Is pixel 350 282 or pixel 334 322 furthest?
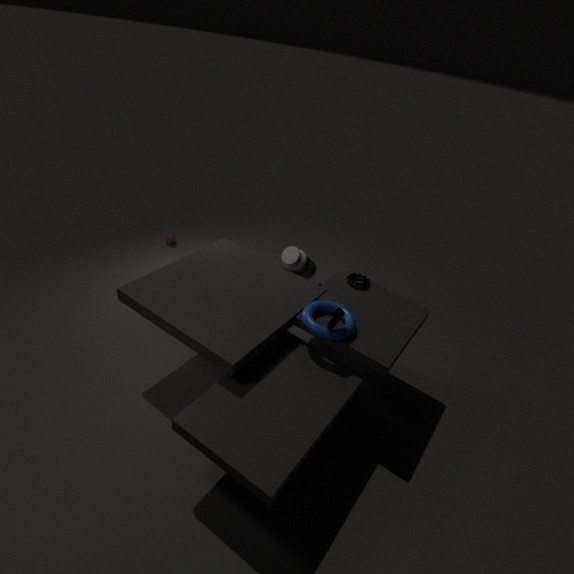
pixel 350 282
